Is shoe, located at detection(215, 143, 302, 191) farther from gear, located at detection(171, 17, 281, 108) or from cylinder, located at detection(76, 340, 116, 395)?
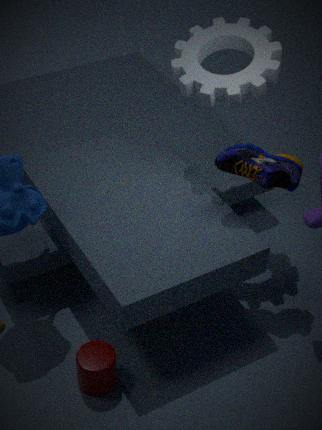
cylinder, located at detection(76, 340, 116, 395)
